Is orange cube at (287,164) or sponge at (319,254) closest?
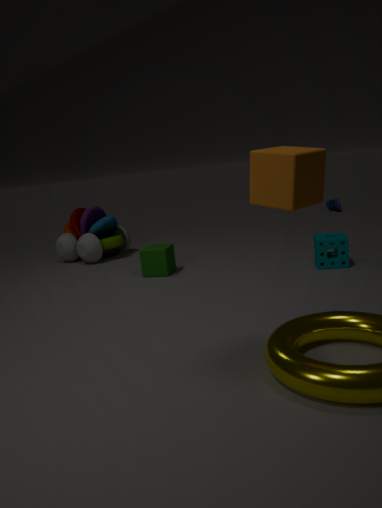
orange cube at (287,164)
